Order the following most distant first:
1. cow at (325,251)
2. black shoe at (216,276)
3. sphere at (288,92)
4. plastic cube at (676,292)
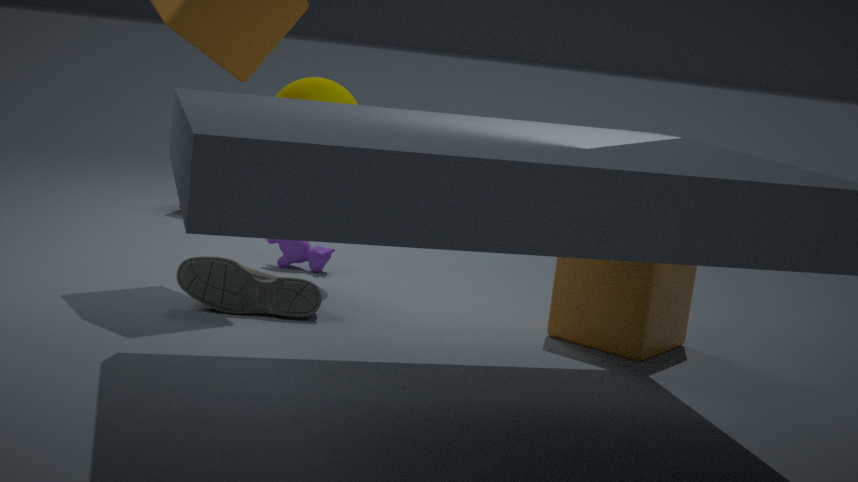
cow at (325,251) → sphere at (288,92) → black shoe at (216,276) → plastic cube at (676,292)
